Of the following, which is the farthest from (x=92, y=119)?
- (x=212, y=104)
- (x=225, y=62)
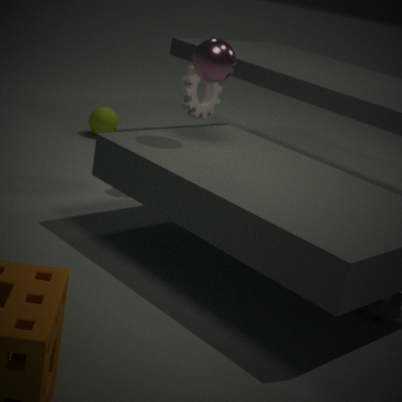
(x=225, y=62)
